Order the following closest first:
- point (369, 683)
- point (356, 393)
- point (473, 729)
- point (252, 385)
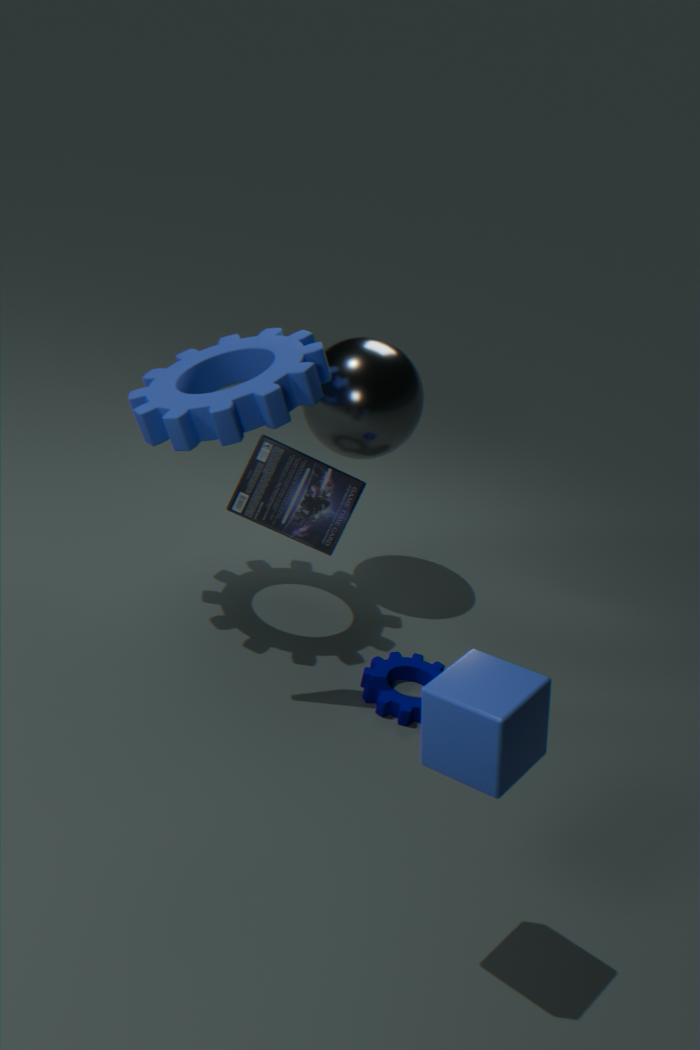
point (473, 729)
point (252, 385)
point (369, 683)
point (356, 393)
